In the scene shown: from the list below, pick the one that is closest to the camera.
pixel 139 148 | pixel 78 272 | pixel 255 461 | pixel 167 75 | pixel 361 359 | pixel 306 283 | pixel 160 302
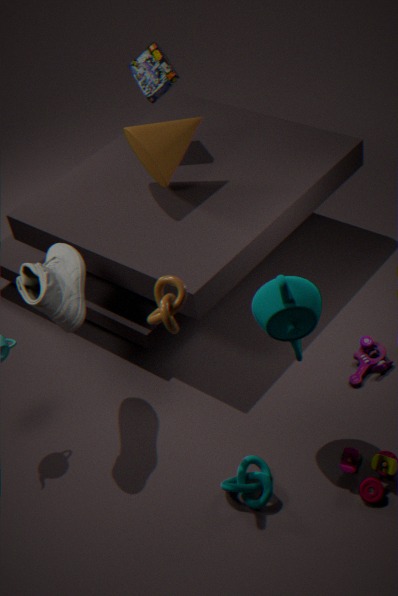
pixel 160 302
